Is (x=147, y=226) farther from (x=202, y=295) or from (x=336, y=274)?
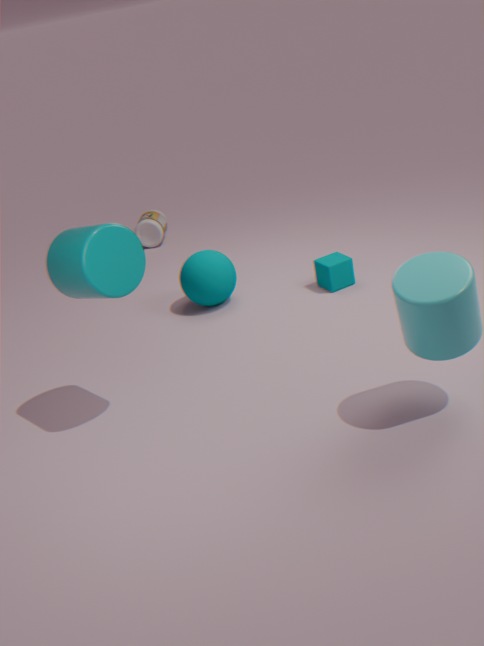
(x=336, y=274)
